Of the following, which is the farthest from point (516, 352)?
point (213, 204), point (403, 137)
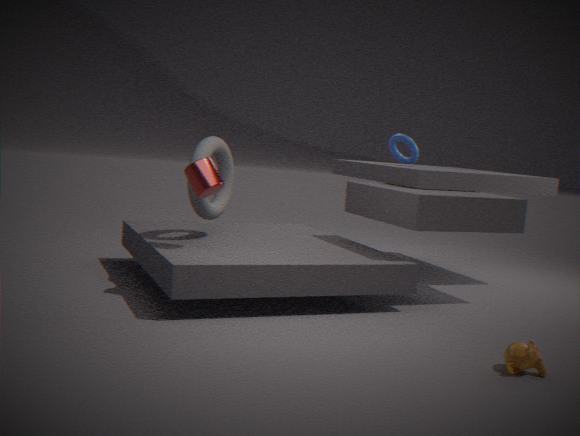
point (403, 137)
